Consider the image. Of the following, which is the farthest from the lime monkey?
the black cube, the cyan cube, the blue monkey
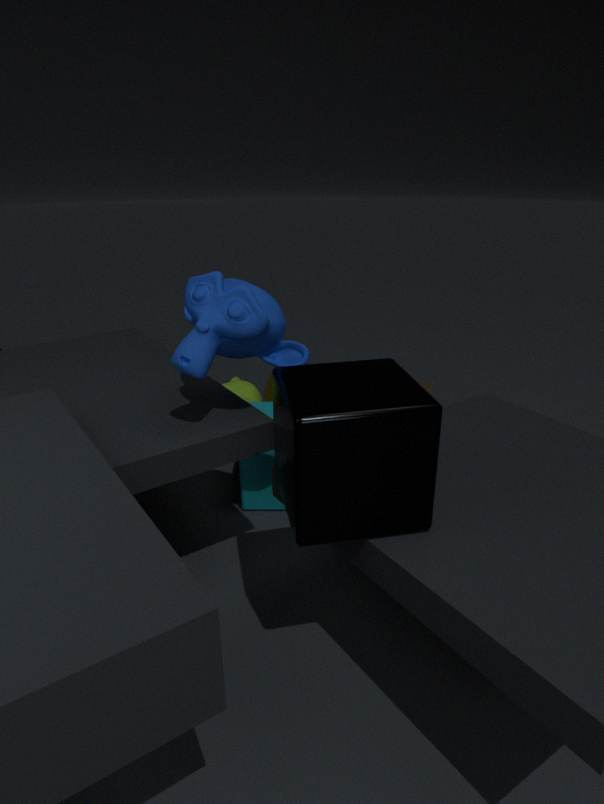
the black cube
